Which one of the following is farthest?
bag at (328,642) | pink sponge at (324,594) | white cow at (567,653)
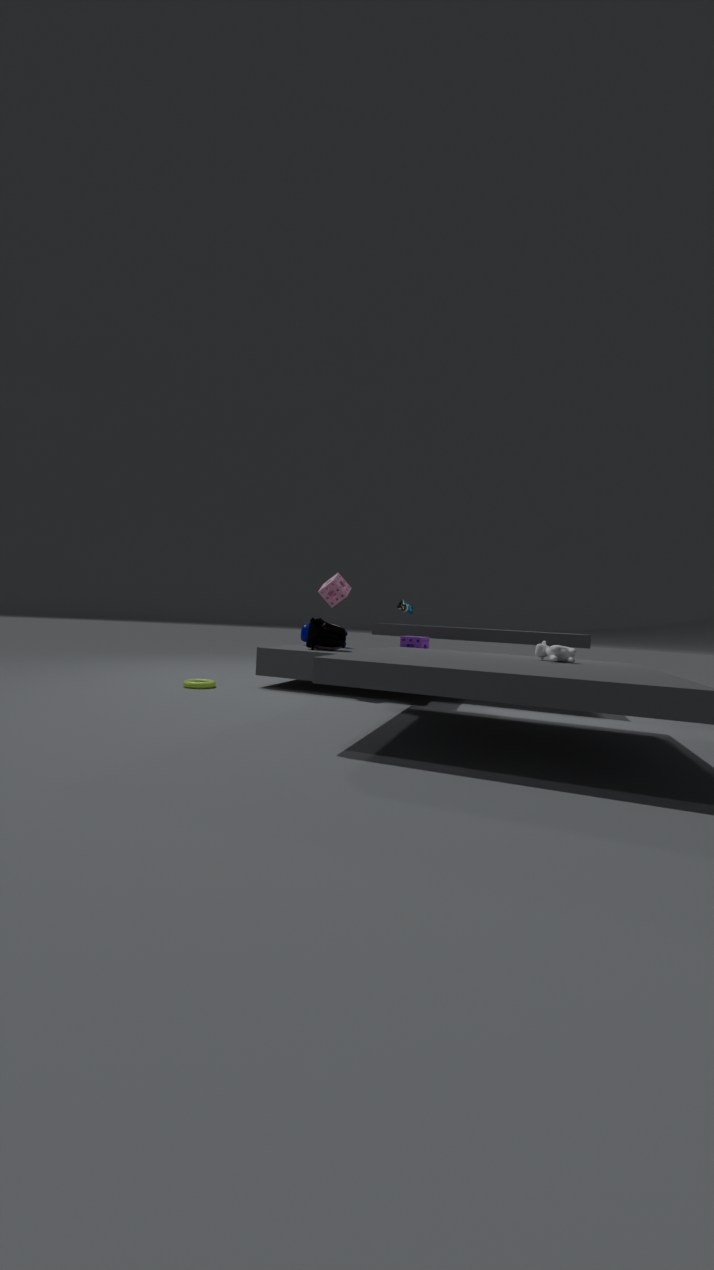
bag at (328,642)
